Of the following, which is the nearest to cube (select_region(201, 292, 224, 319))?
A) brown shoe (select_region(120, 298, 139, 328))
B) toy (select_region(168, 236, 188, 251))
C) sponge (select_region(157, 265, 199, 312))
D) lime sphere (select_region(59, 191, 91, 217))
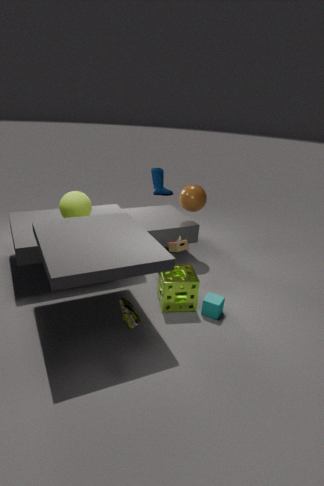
sponge (select_region(157, 265, 199, 312))
